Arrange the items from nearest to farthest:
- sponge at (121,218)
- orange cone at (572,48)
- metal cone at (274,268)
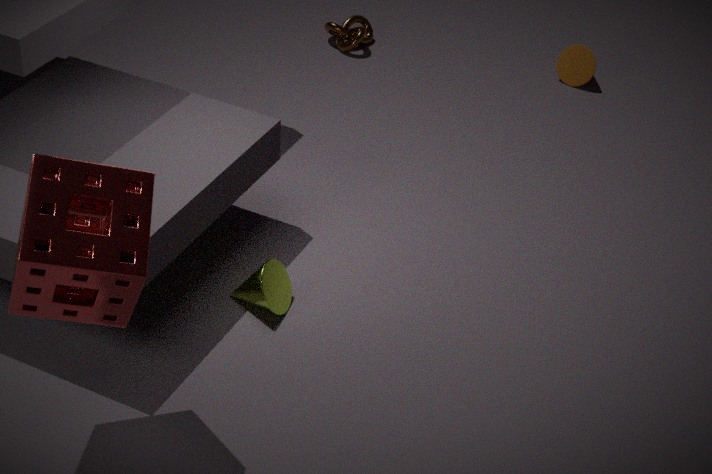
1. sponge at (121,218)
2. metal cone at (274,268)
3. orange cone at (572,48)
